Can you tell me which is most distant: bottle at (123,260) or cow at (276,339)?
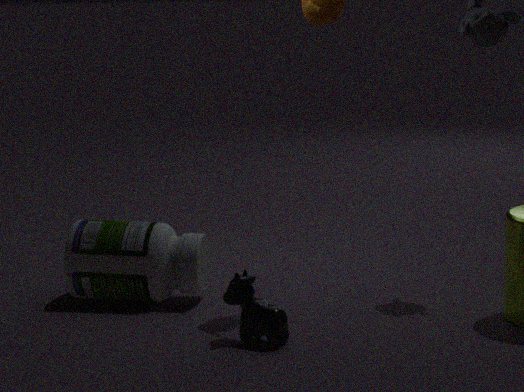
bottle at (123,260)
